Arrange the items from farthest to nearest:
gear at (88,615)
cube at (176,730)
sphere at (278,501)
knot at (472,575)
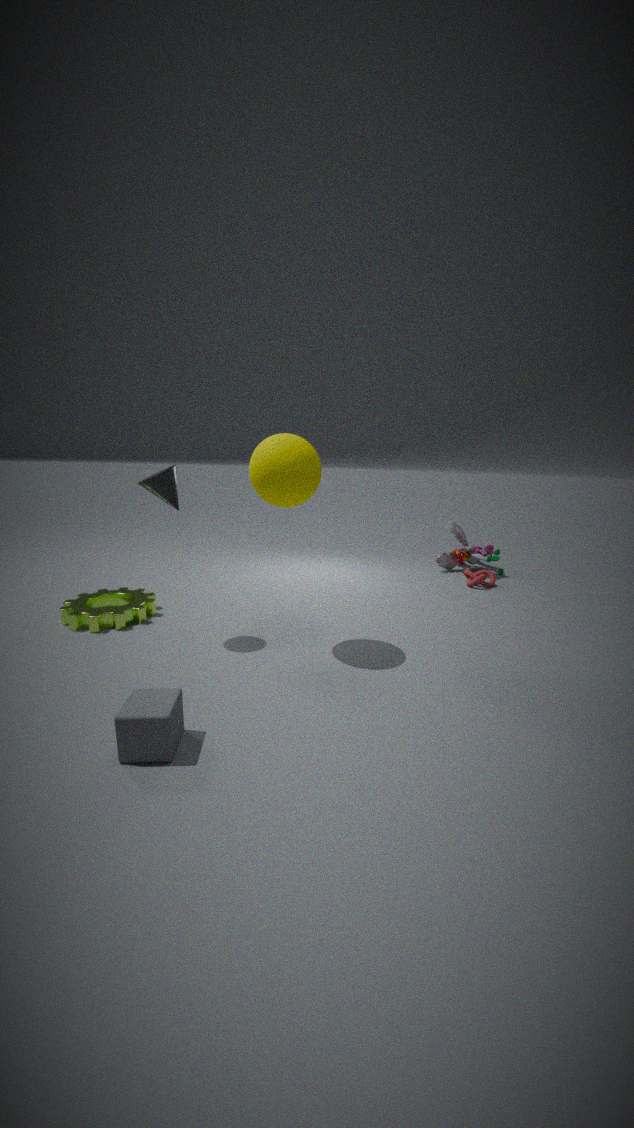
1. knot at (472,575)
2. gear at (88,615)
3. sphere at (278,501)
4. cube at (176,730)
